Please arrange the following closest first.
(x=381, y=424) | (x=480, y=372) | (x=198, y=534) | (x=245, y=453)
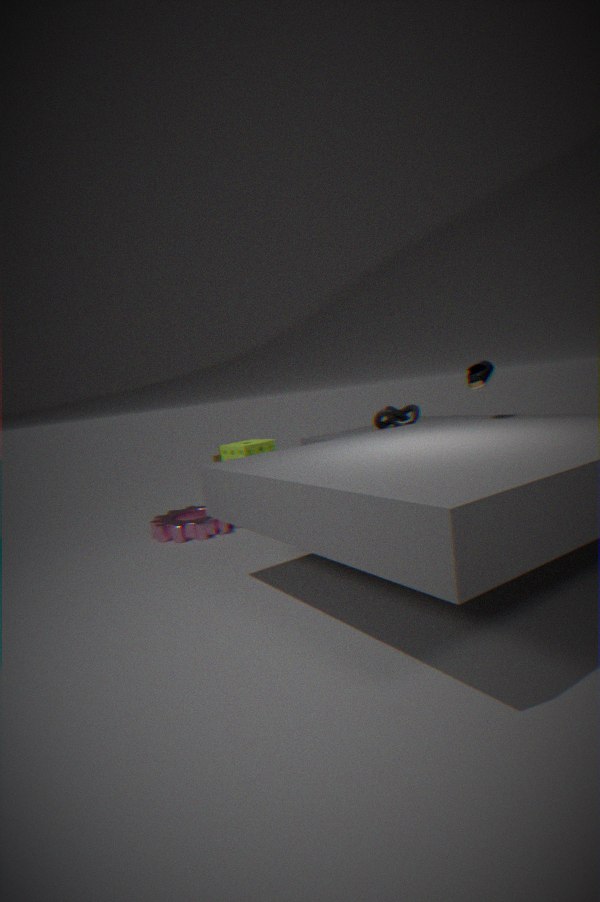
1. (x=480, y=372)
2. (x=198, y=534)
3. (x=381, y=424)
4. (x=245, y=453)
